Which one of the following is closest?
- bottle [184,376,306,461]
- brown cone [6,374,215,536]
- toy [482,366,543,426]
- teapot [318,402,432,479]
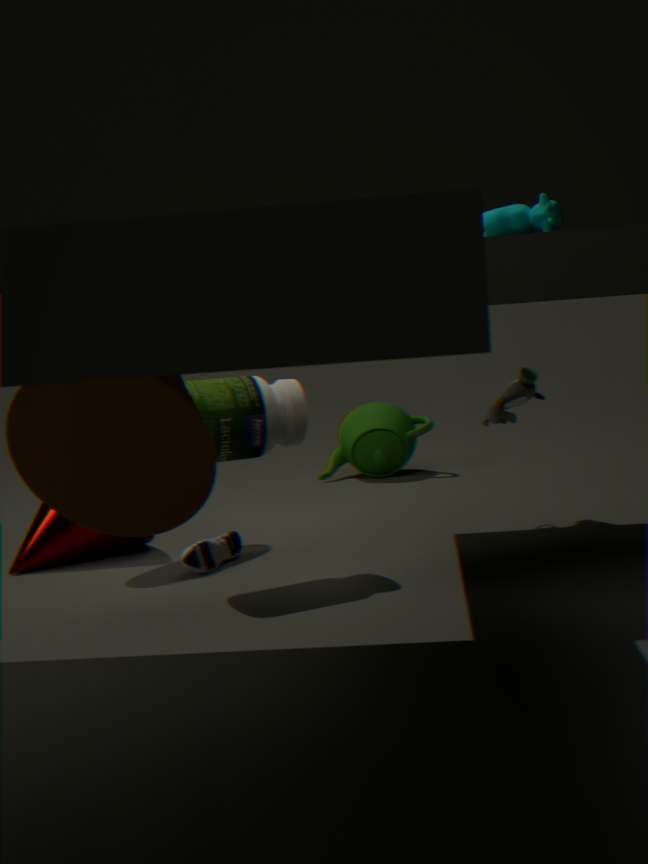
brown cone [6,374,215,536]
